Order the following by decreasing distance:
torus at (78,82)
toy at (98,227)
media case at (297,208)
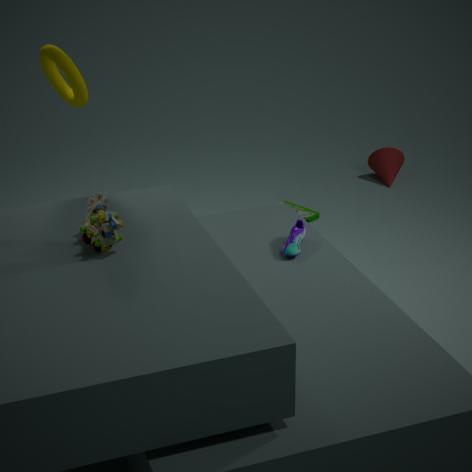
media case at (297,208), torus at (78,82), toy at (98,227)
